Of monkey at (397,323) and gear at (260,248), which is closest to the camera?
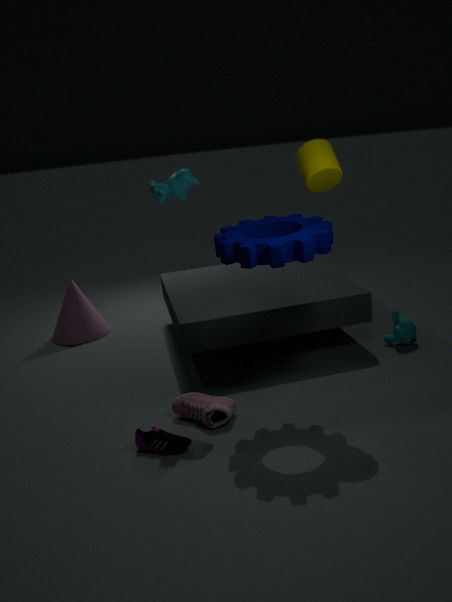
gear at (260,248)
